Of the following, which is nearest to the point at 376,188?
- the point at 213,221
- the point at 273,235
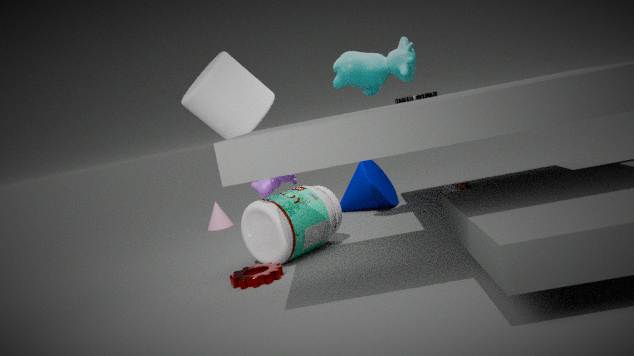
the point at 273,235
